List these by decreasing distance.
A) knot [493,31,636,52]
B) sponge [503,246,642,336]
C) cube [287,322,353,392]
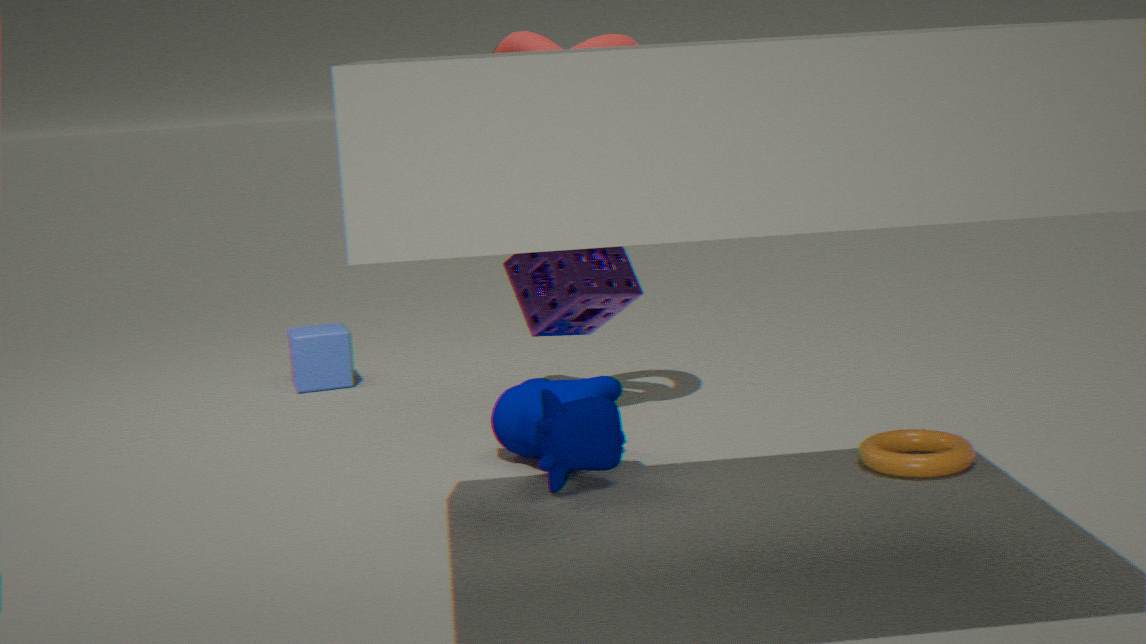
cube [287,322,353,392] < knot [493,31,636,52] < sponge [503,246,642,336]
